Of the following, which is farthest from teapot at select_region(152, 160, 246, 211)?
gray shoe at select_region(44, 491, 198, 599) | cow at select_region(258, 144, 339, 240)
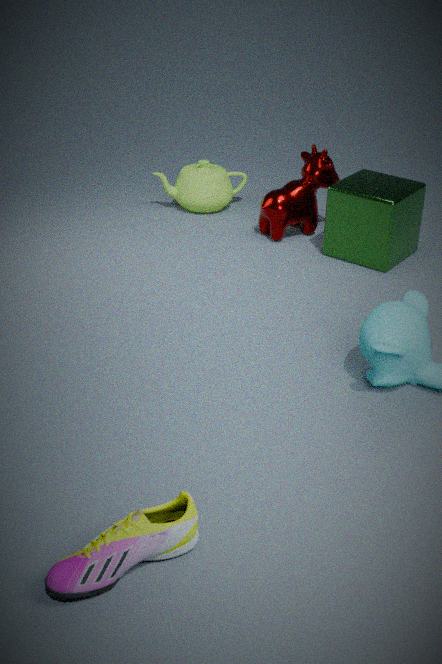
gray shoe at select_region(44, 491, 198, 599)
